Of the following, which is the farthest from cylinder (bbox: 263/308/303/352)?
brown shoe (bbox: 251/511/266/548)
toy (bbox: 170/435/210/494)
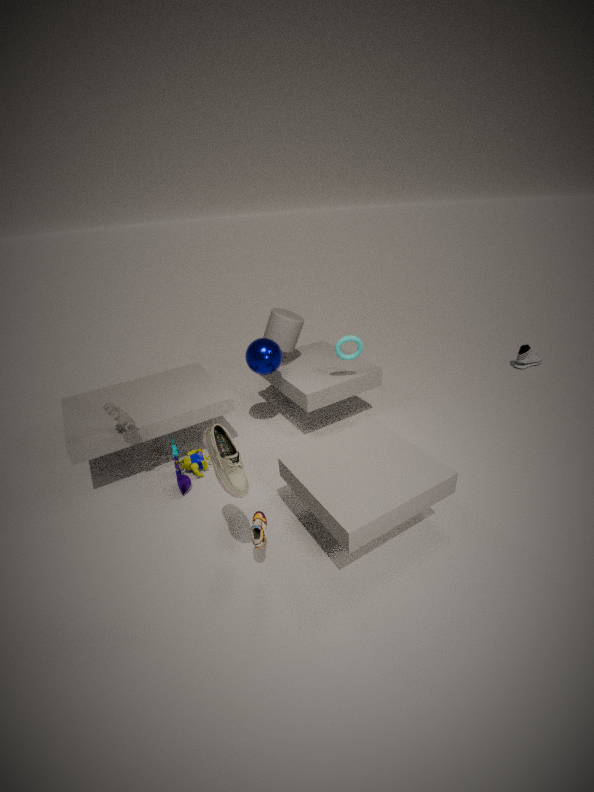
brown shoe (bbox: 251/511/266/548)
